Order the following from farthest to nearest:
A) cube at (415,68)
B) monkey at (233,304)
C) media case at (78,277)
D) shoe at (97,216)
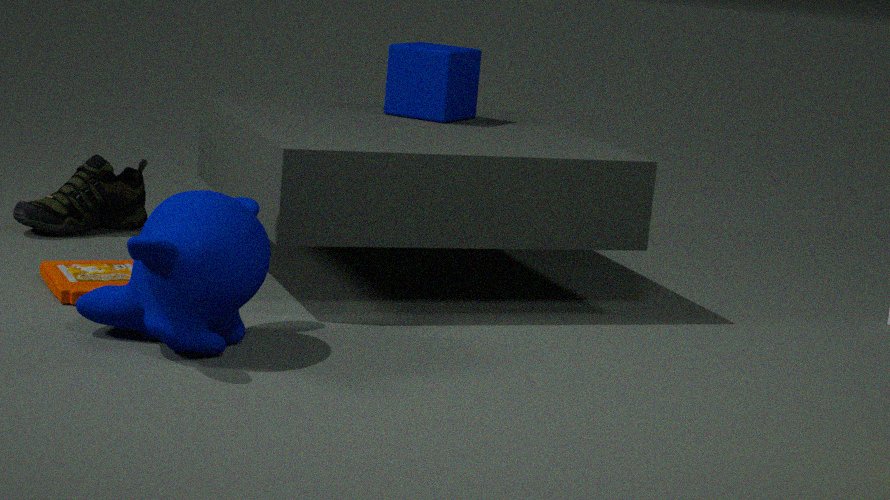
shoe at (97,216) < cube at (415,68) < media case at (78,277) < monkey at (233,304)
